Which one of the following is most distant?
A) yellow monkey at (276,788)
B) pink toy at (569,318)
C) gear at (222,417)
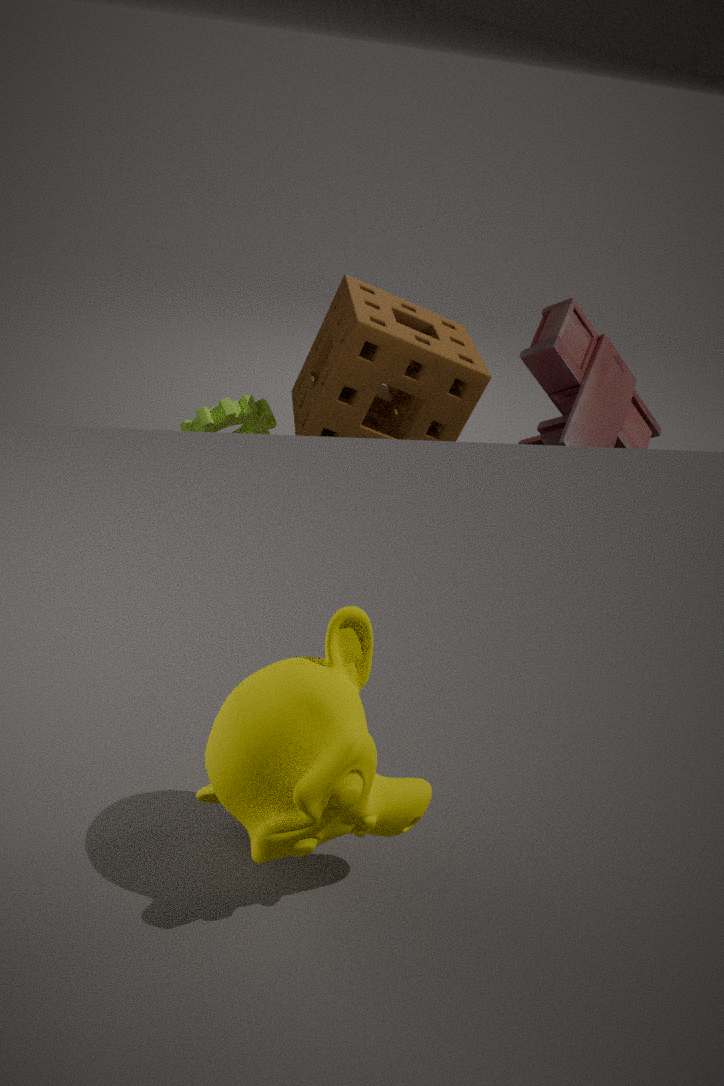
gear at (222,417)
